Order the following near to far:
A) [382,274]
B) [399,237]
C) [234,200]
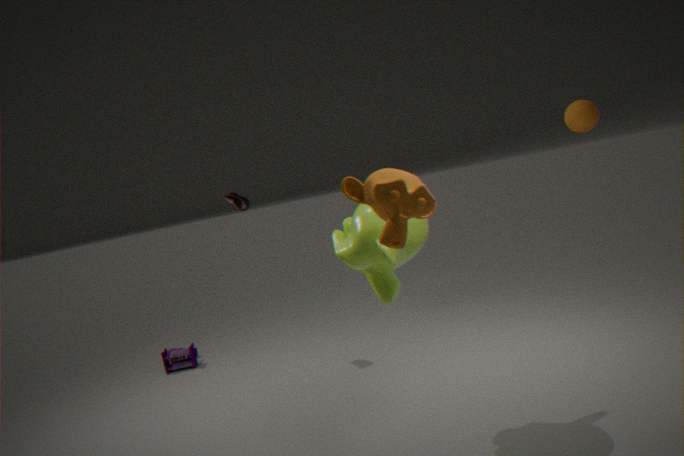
1. B. [399,237]
2. A. [382,274]
3. C. [234,200]
